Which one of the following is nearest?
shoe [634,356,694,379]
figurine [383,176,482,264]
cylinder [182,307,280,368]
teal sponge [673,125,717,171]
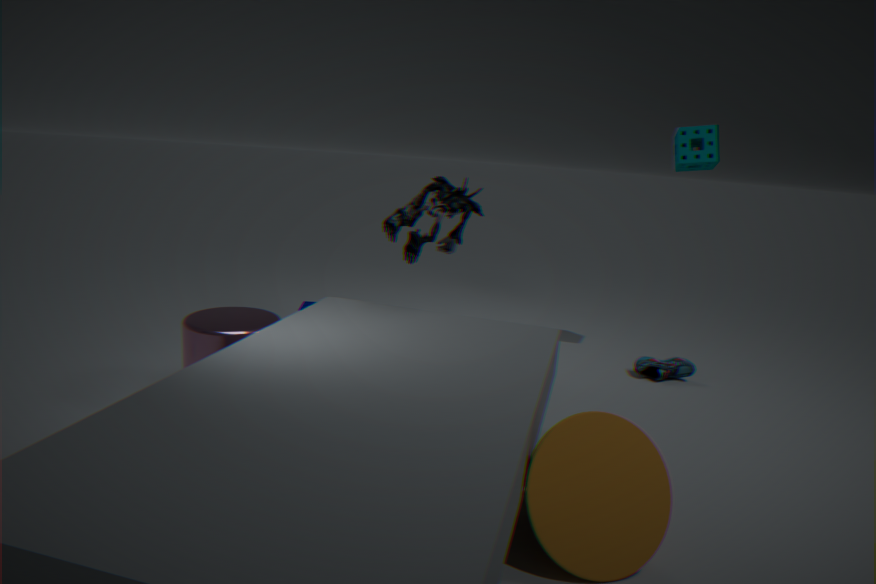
cylinder [182,307,280,368]
